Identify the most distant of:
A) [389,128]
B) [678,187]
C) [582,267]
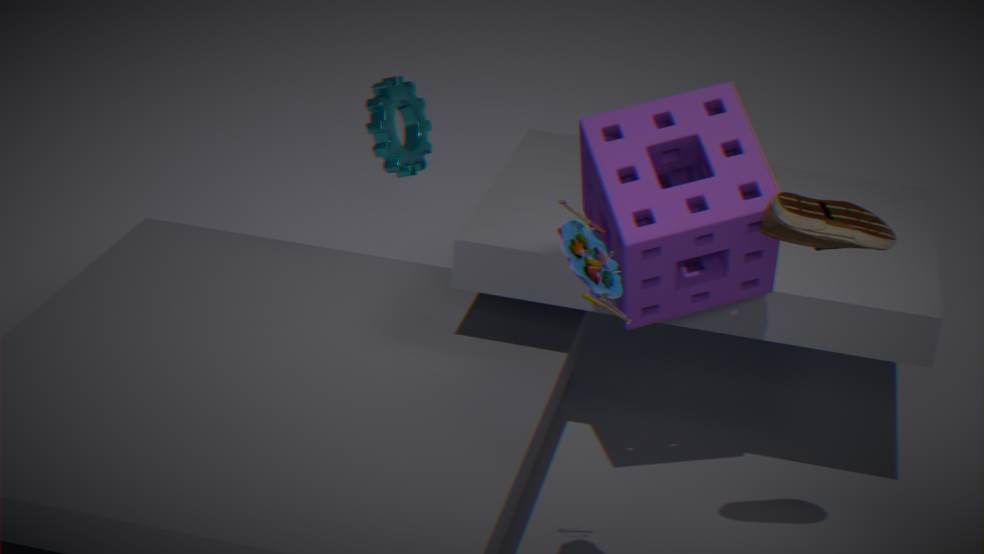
[389,128]
